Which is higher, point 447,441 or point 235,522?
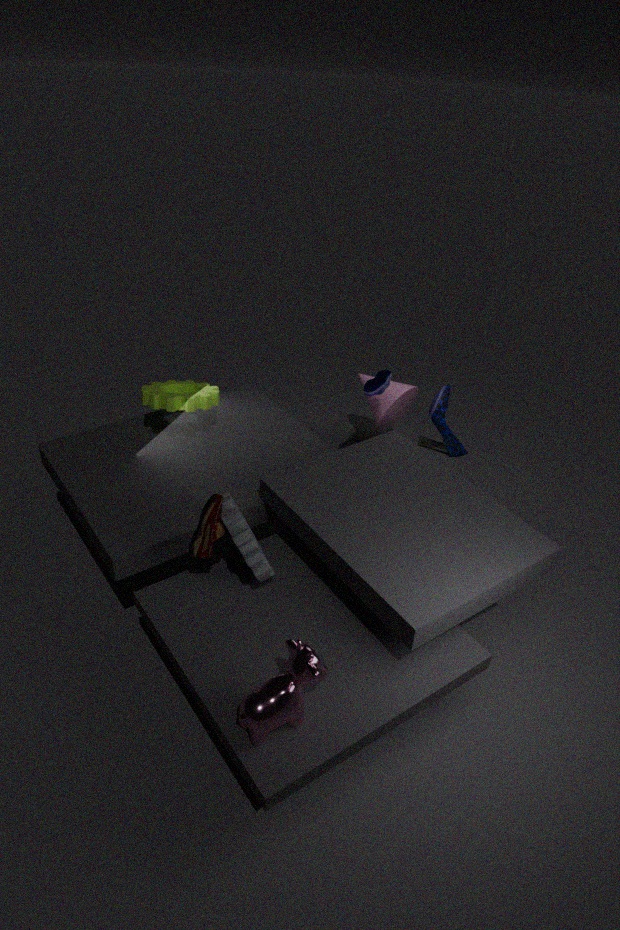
point 447,441
